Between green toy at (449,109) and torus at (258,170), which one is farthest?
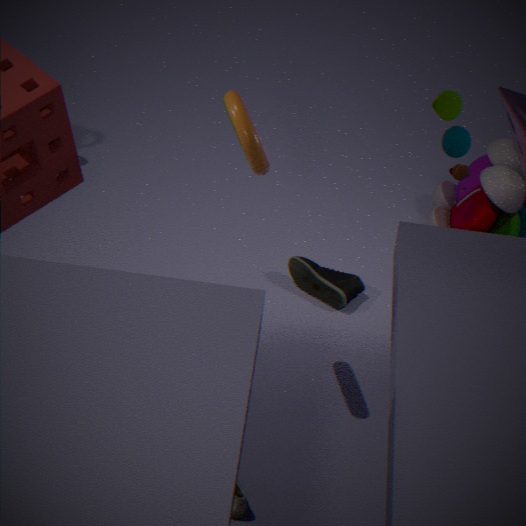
green toy at (449,109)
